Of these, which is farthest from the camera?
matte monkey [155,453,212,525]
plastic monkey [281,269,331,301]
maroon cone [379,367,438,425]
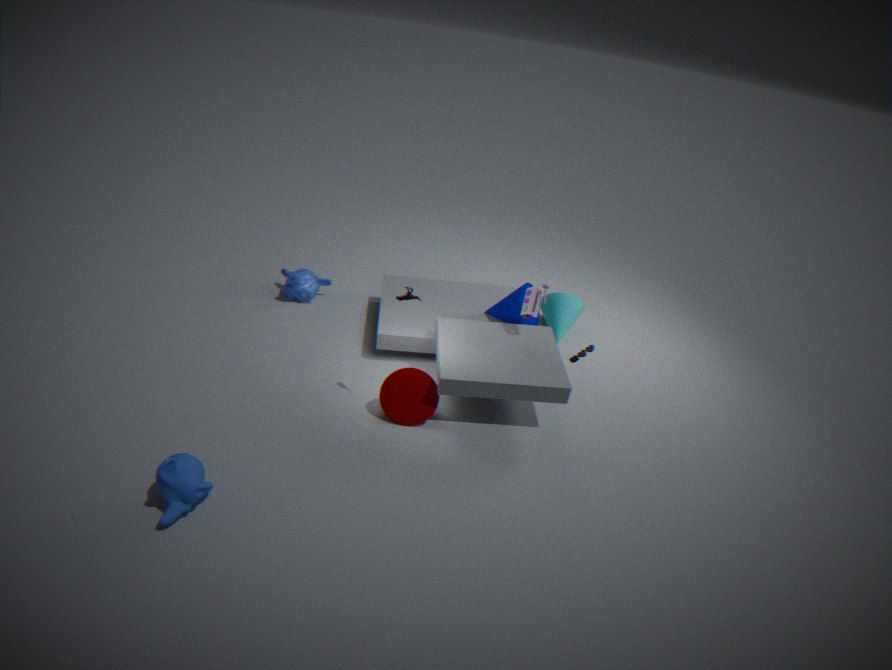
plastic monkey [281,269,331,301]
